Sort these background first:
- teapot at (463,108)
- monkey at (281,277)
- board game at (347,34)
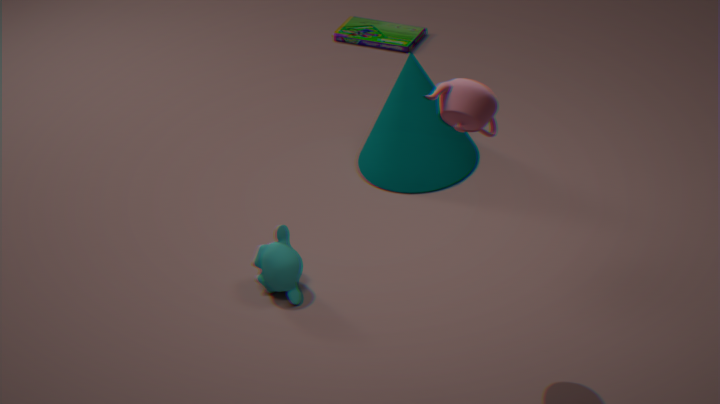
board game at (347,34), monkey at (281,277), teapot at (463,108)
